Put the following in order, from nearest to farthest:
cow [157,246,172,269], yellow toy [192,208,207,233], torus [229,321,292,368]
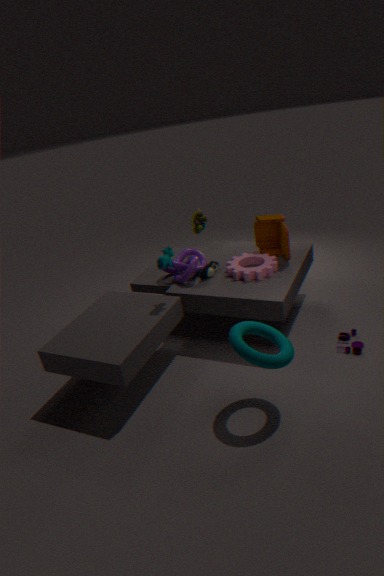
torus [229,321,292,368] < cow [157,246,172,269] < yellow toy [192,208,207,233]
